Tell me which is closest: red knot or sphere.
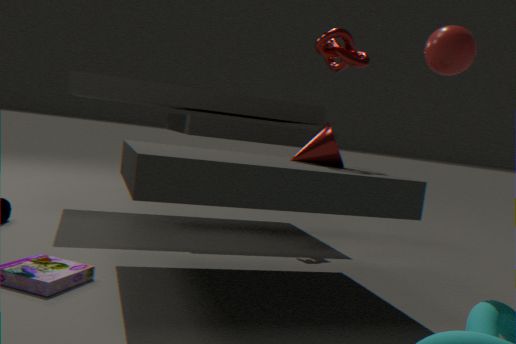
sphere
